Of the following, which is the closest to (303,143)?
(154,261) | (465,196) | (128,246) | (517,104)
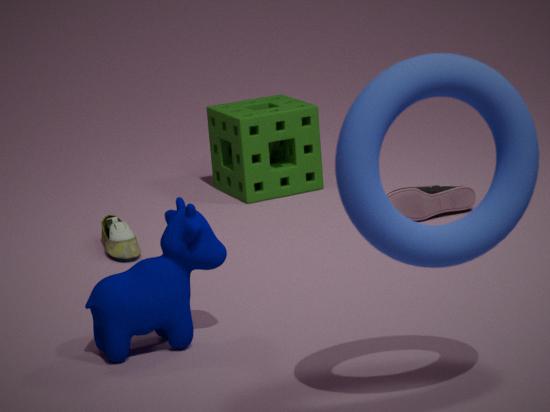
(465,196)
